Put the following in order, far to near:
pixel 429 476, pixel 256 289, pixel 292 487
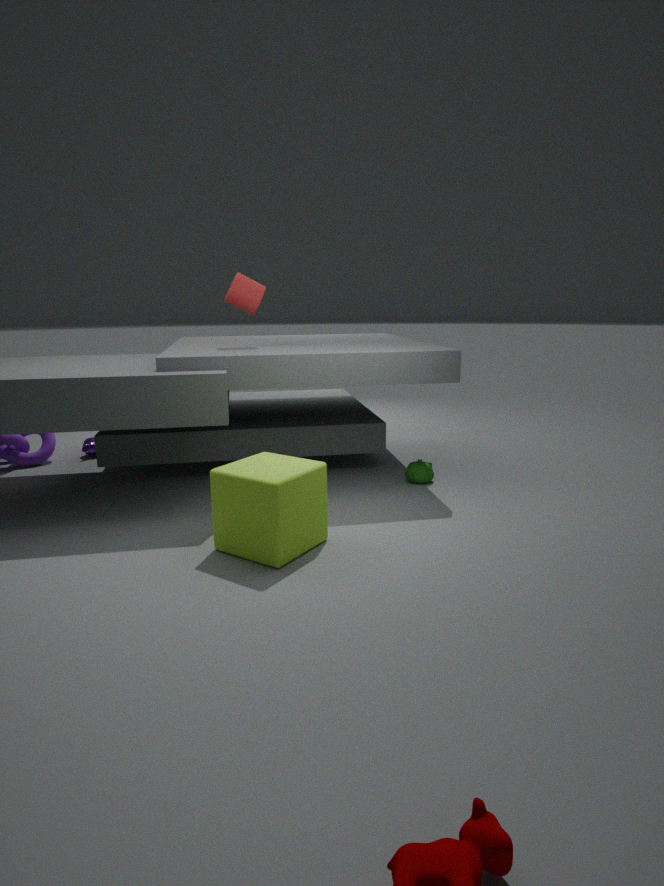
pixel 429 476 < pixel 256 289 < pixel 292 487
